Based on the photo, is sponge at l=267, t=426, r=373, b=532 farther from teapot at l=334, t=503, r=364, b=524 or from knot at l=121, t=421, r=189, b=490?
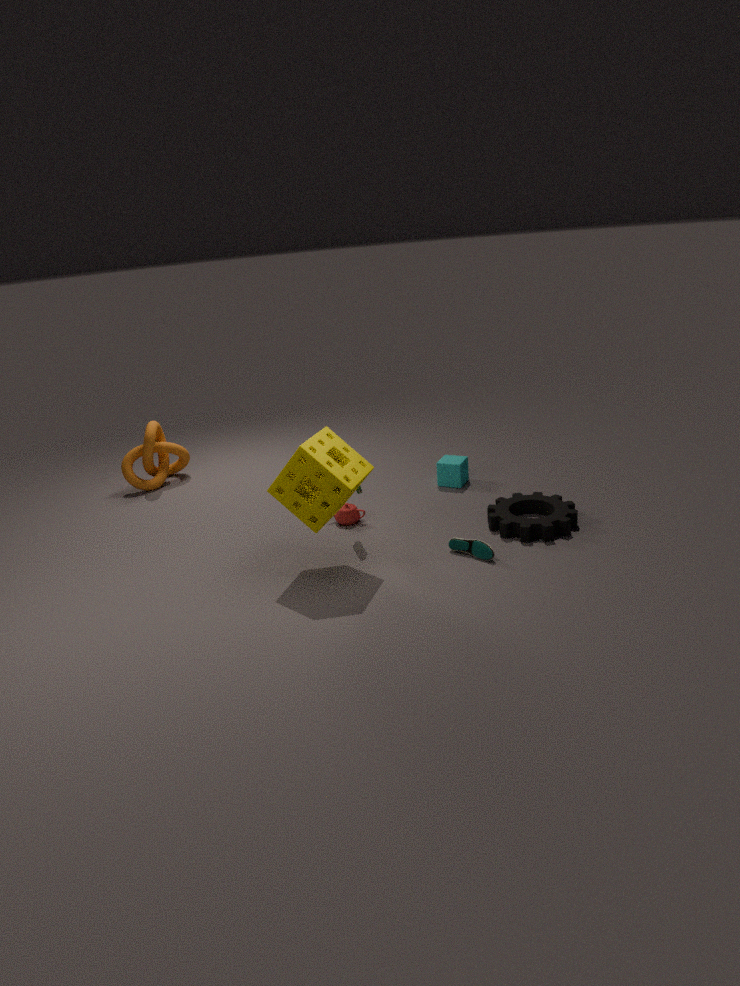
knot at l=121, t=421, r=189, b=490
